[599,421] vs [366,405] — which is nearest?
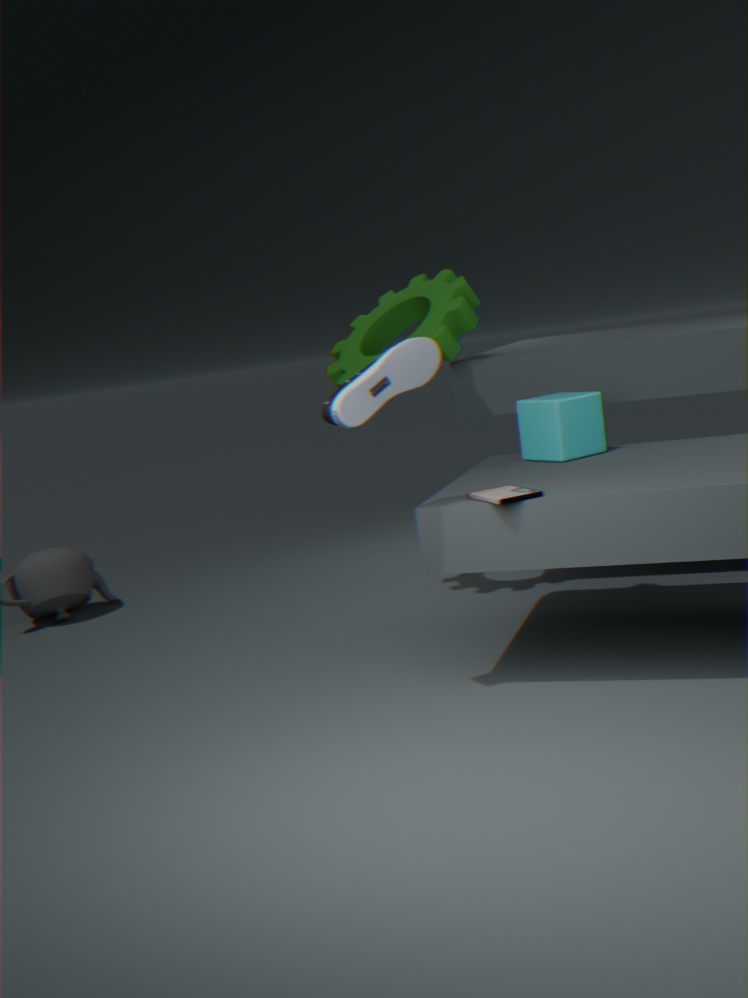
[366,405]
